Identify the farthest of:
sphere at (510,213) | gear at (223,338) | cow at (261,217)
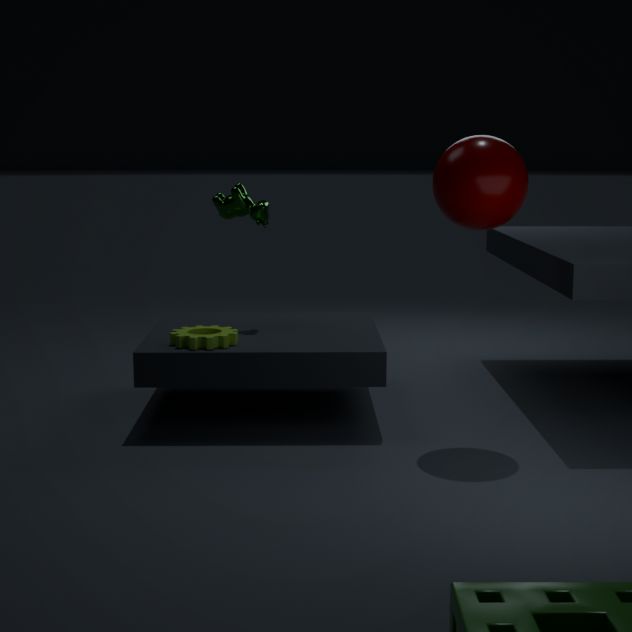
cow at (261,217)
